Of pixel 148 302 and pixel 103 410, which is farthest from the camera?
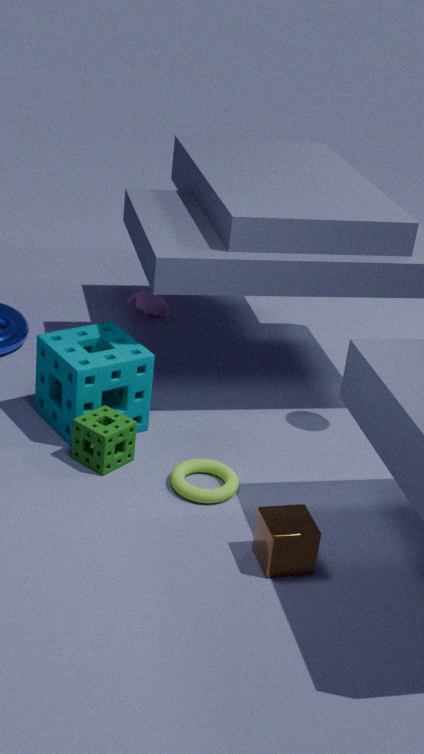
pixel 148 302
